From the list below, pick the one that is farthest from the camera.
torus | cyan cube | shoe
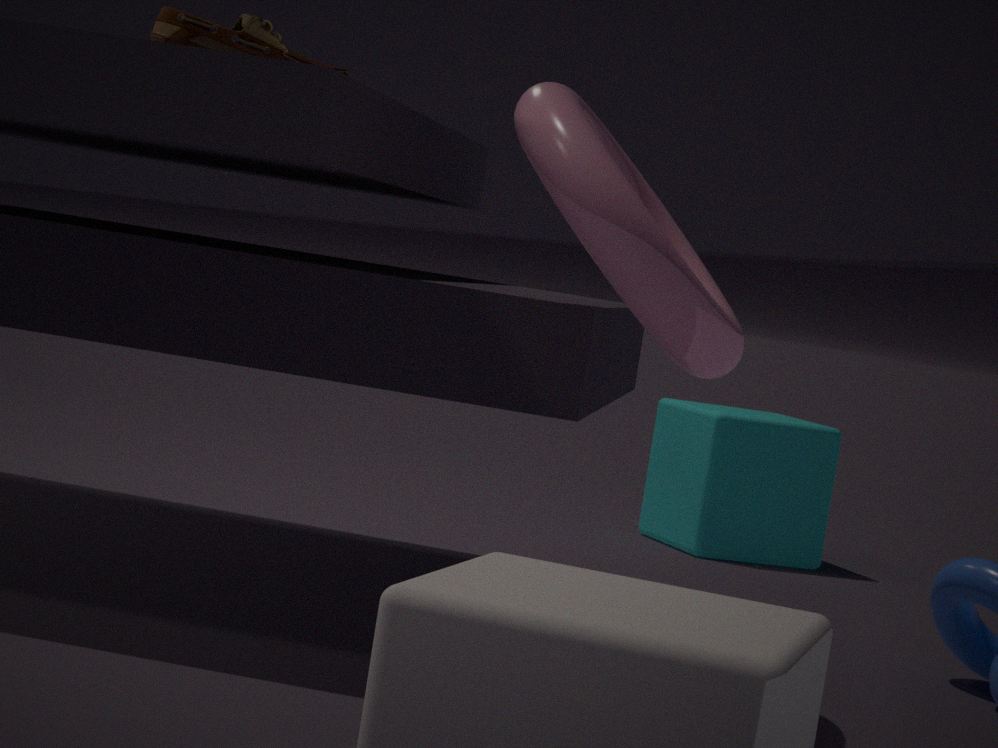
cyan cube
